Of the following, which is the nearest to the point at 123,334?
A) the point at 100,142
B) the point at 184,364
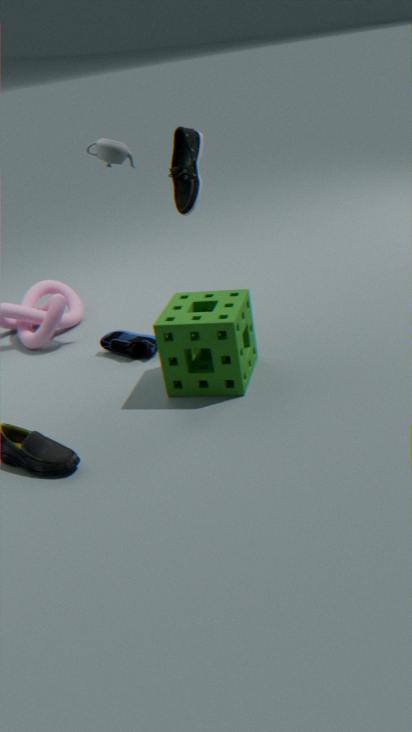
the point at 184,364
